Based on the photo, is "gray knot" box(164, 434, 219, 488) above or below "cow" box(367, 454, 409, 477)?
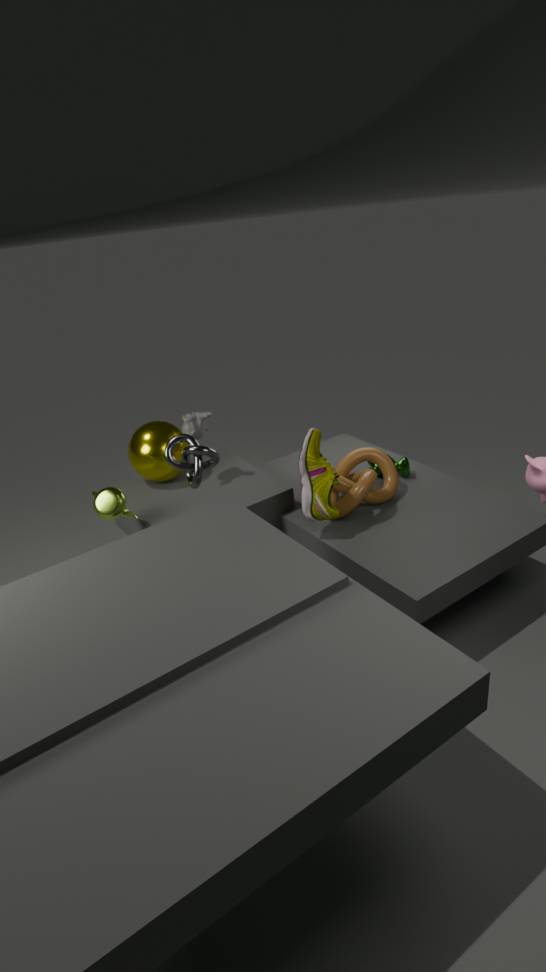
above
